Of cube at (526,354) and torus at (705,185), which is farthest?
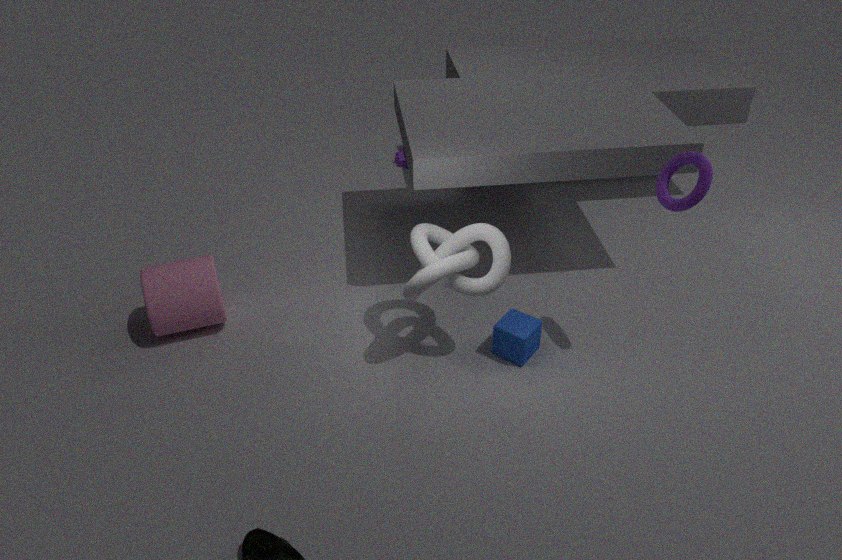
cube at (526,354)
